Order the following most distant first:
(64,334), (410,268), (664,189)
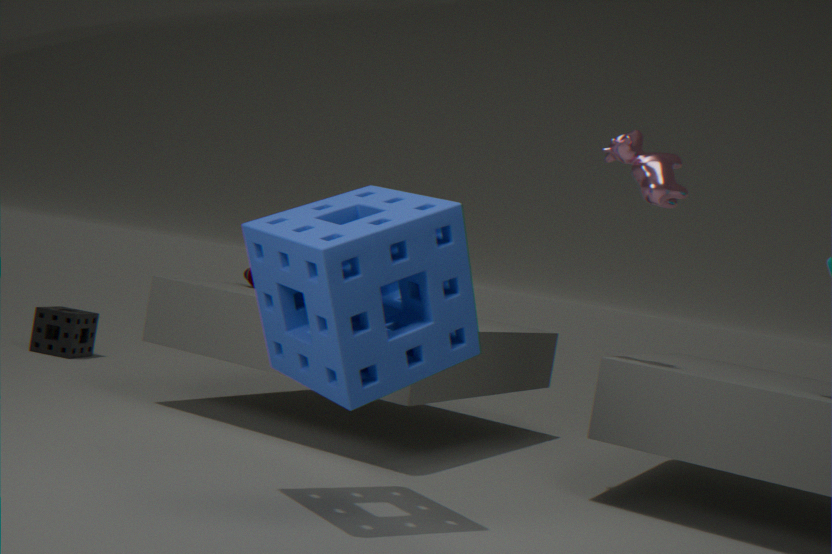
(64,334)
(664,189)
(410,268)
